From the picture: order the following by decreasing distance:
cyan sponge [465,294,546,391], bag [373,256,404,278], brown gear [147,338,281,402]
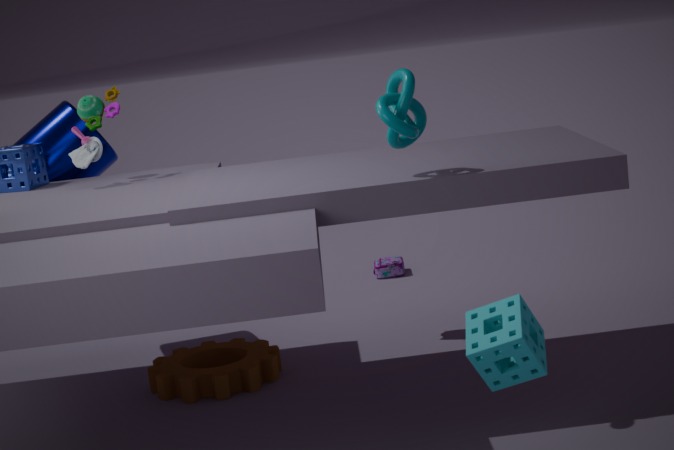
bag [373,256,404,278] → brown gear [147,338,281,402] → cyan sponge [465,294,546,391]
